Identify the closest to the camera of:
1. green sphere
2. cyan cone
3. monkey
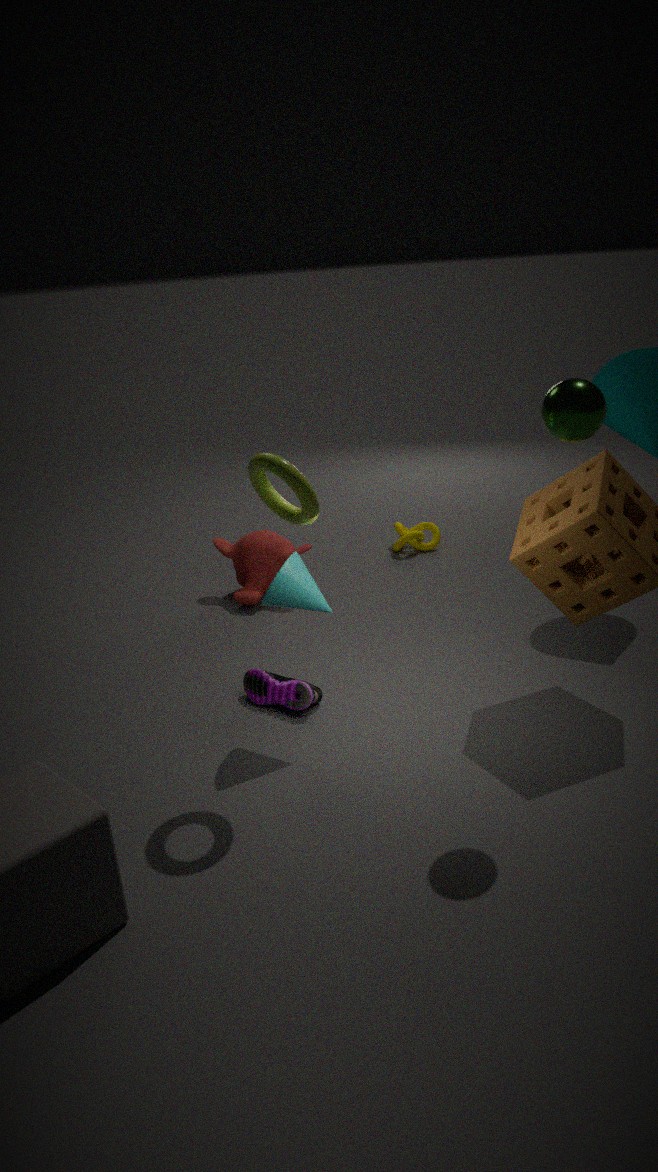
green sphere
